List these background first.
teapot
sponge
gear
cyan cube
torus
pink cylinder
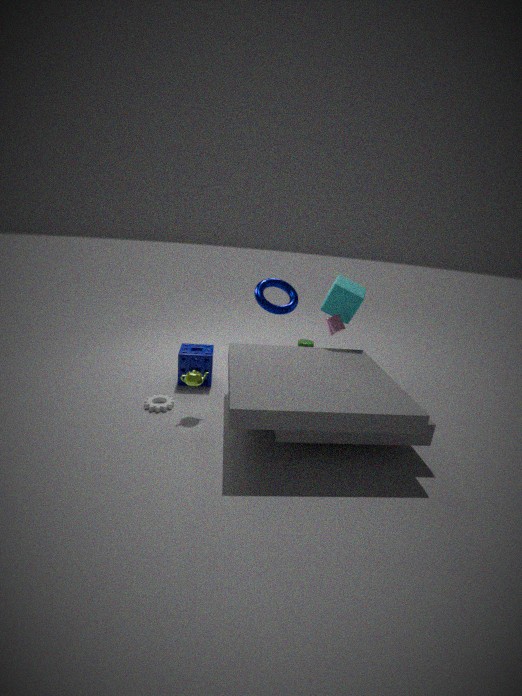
torus
cyan cube
pink cylinder
sponge
gear
teapot
